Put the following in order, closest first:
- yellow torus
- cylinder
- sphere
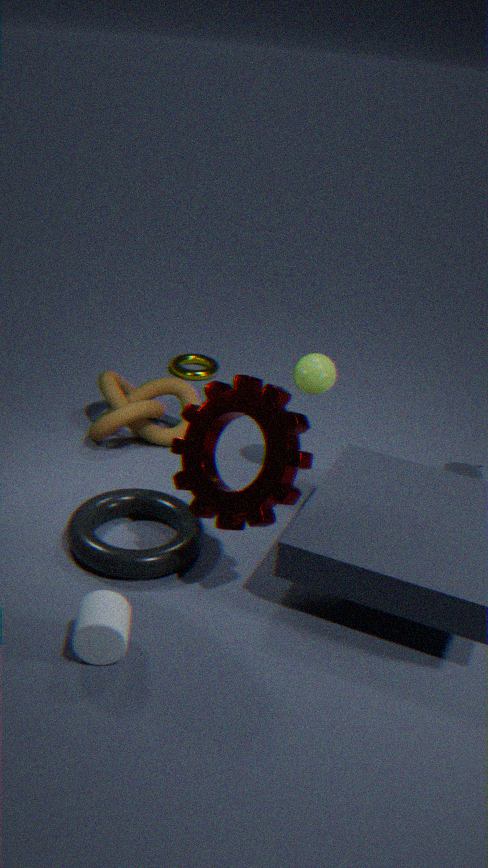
cylinder → sphere → yellow torus
